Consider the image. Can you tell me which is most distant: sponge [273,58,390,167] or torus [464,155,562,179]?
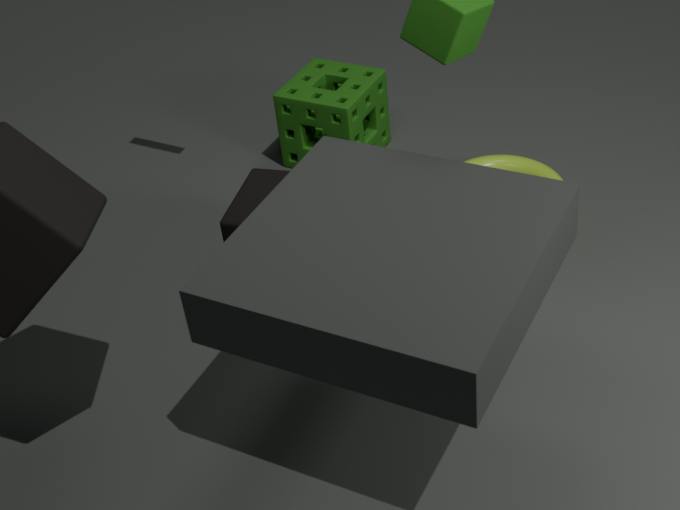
sponge [273,58,390,167]
